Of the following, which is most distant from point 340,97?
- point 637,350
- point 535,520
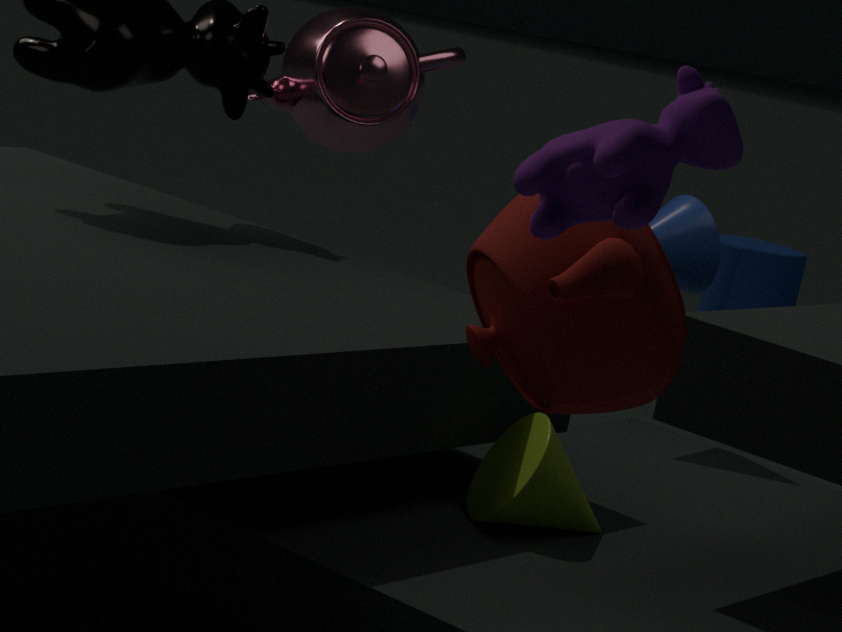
point 637,350
